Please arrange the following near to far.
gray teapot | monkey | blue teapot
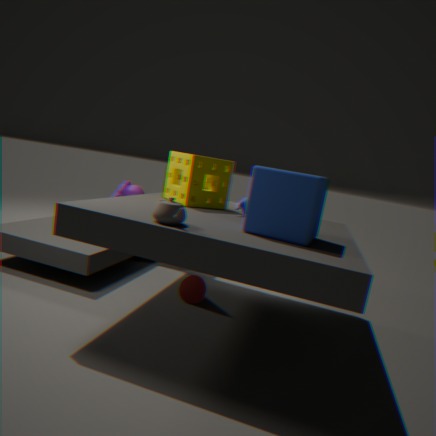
gray teapot → blue teapot → monkey
